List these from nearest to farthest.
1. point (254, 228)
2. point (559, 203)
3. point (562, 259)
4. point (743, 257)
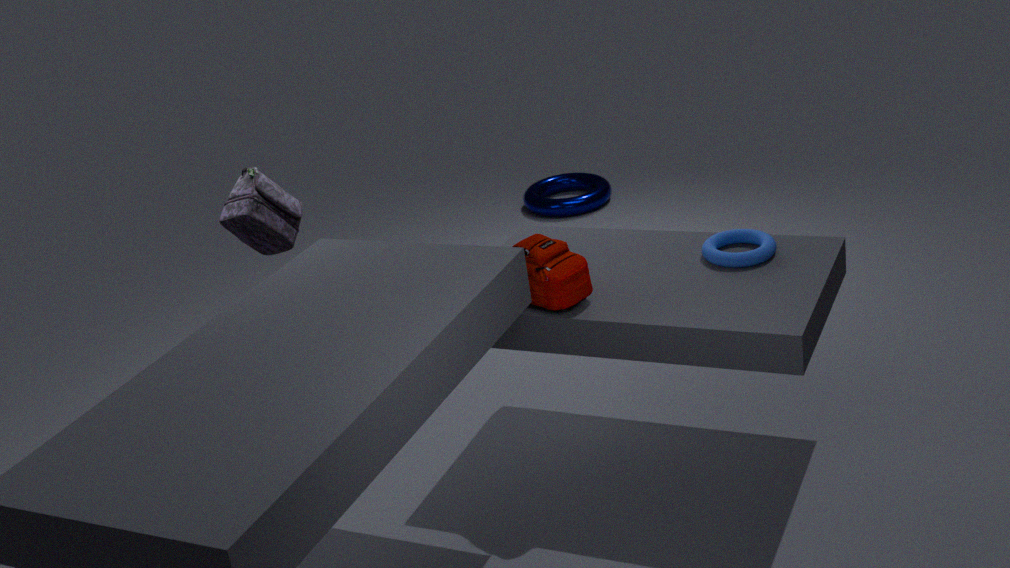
point (562, 259) → point (743, 257) → point (254, 228) → point (559, 203)
